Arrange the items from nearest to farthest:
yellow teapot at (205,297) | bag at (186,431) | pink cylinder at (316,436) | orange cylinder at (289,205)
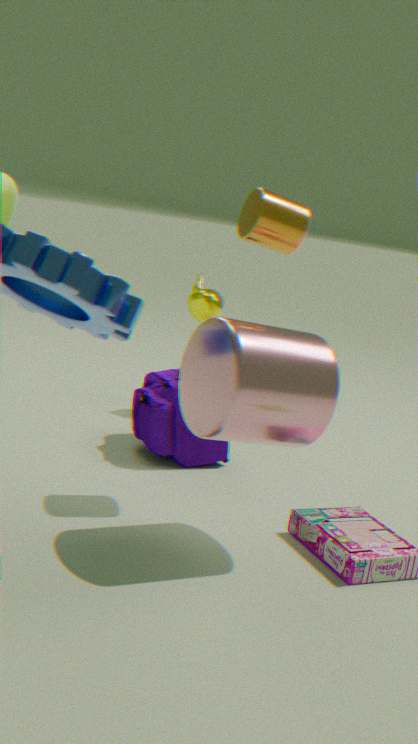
pink cylinder at (316,436) < orange cylinder at (289,205) < bag at (186,431) < yellow teapot at (205,297)
